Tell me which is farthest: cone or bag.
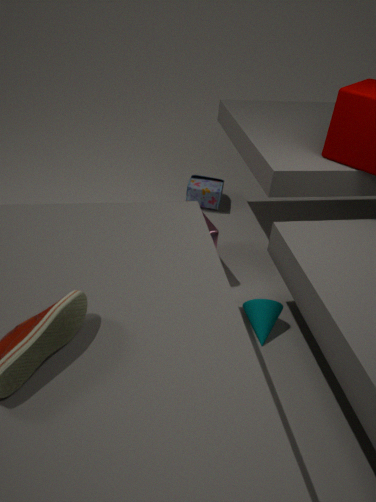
bag
